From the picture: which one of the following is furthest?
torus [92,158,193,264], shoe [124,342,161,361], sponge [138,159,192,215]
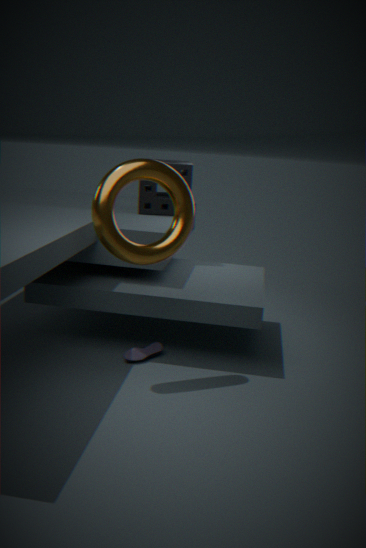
sponge [138,159,192,215]
